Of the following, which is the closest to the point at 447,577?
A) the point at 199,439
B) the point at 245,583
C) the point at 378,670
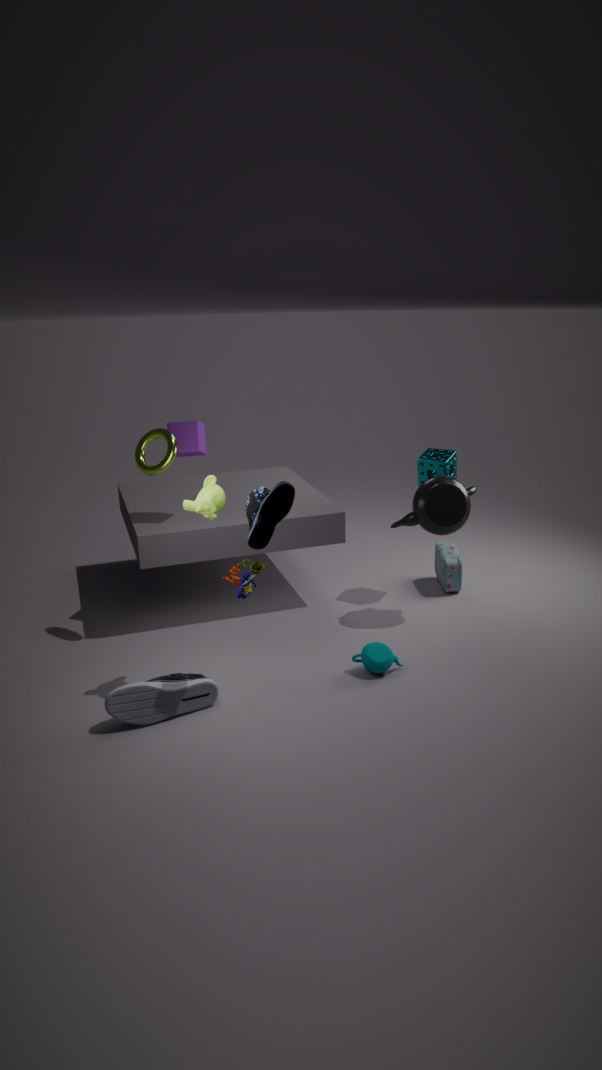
the point at 378,670
